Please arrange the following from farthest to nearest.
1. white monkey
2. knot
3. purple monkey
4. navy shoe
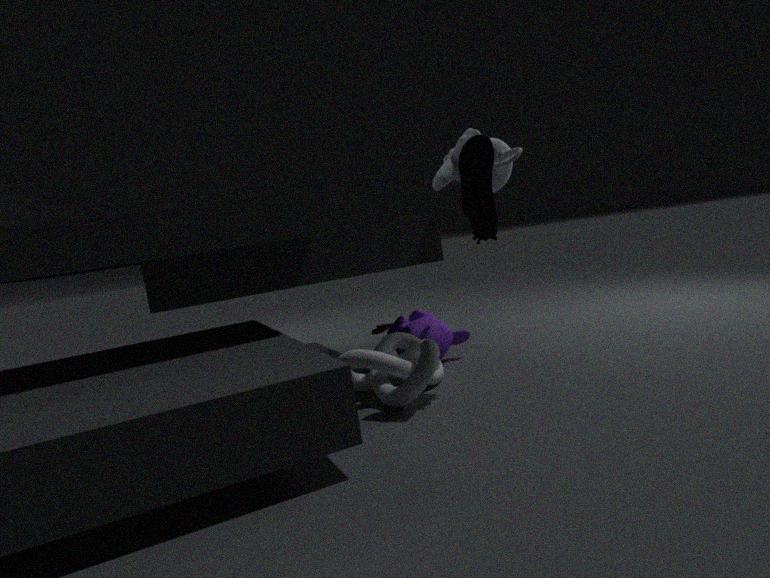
purple monkey, white monkey, knot, navy shoe
